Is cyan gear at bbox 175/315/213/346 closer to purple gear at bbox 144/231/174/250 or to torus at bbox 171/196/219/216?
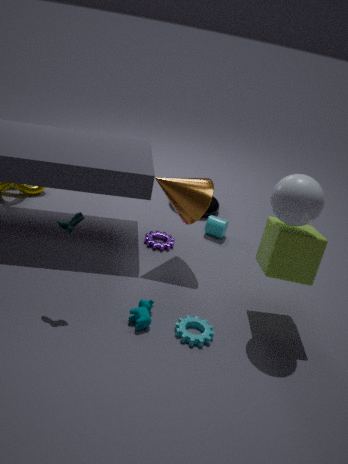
purple gear at bbox 144/231/174/250
